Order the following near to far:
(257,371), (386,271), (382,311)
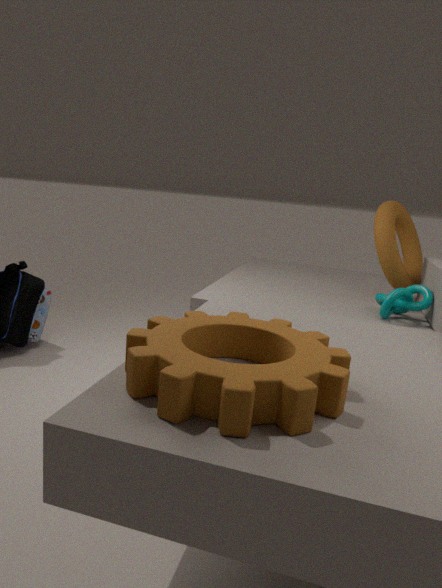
1. (257,371)
2. (382,311)
3. (386,271)
